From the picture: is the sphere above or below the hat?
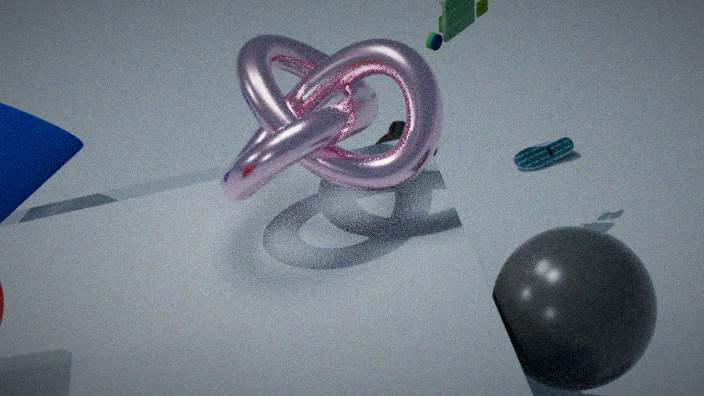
above
